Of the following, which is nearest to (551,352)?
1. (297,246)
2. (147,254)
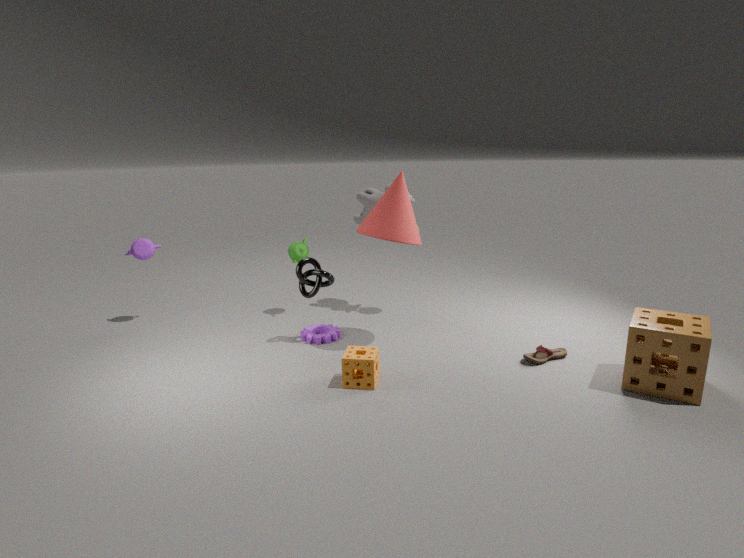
(297,246)
